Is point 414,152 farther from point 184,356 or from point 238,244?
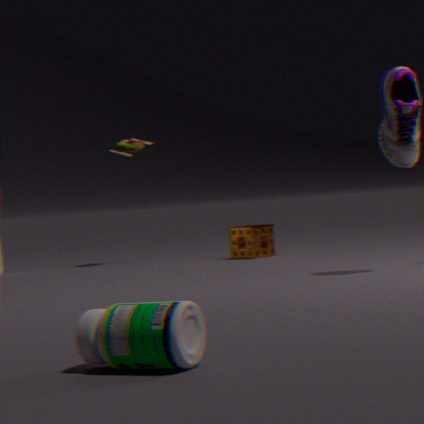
point 184,356
